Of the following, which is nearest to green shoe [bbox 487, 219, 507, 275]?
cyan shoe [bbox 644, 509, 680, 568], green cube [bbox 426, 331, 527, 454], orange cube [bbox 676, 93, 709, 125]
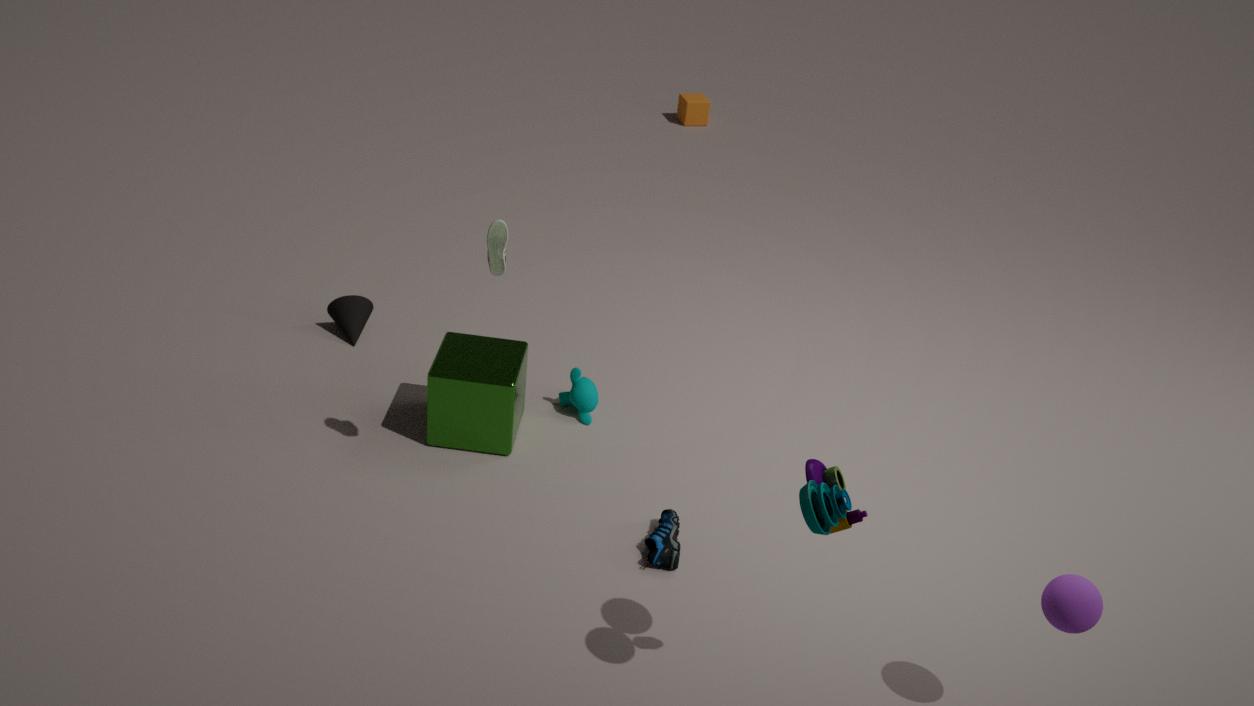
green cube [bbox 426, 331, 527, 454]
